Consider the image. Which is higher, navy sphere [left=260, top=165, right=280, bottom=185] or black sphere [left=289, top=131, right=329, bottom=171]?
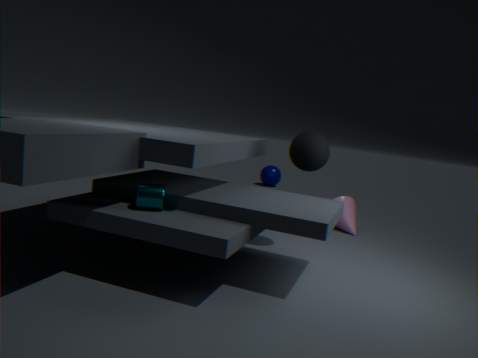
black sphere [left=289, top=131, right=329, bottom=171]
